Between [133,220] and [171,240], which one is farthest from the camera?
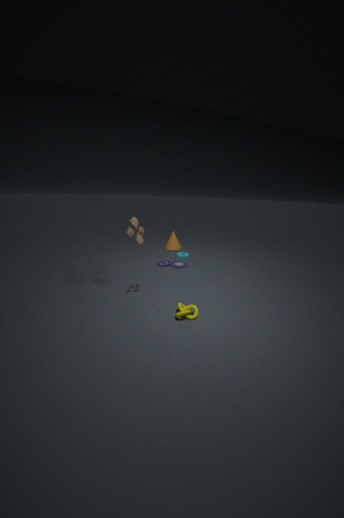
[171,240]
